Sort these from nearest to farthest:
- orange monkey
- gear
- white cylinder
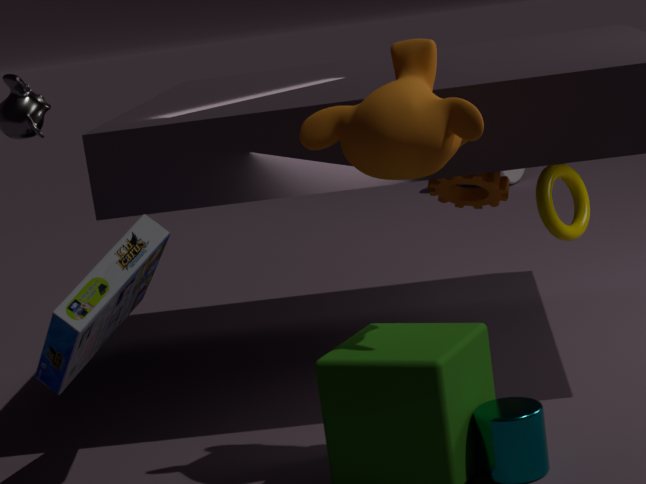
orange monkey
gear
white cylinder
